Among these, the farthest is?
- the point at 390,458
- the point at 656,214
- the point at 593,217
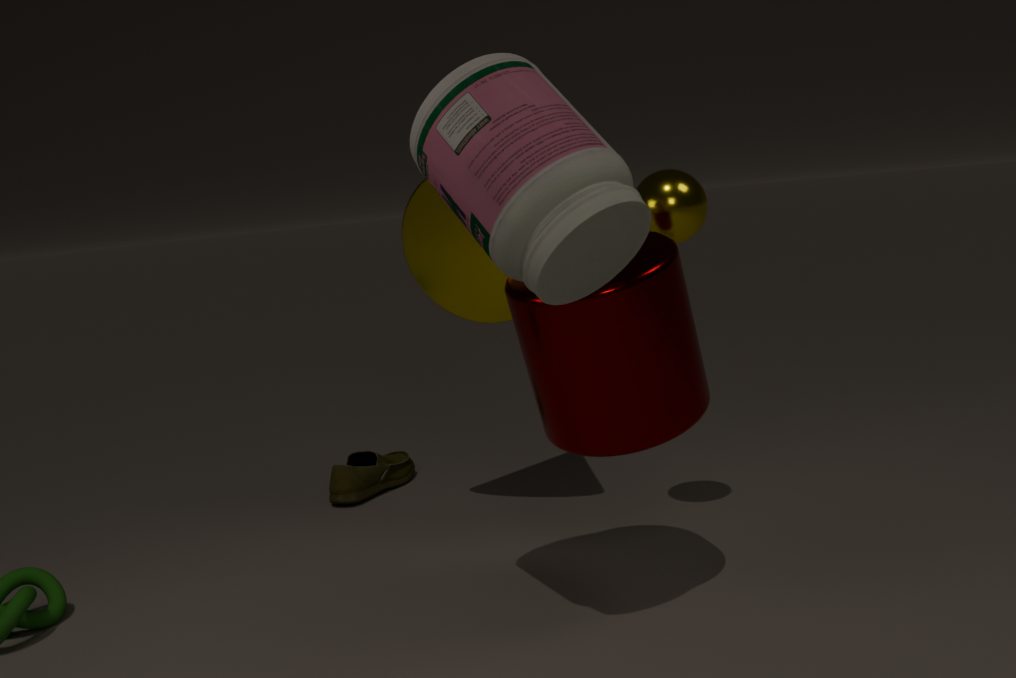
the point at 390,458
